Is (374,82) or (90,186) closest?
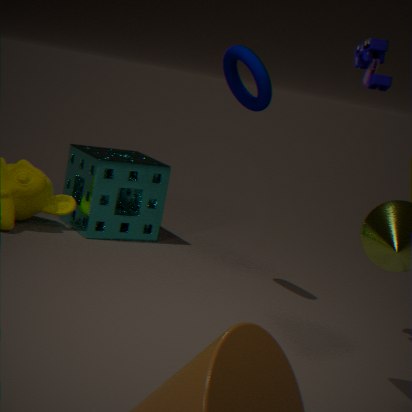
(374,82)
